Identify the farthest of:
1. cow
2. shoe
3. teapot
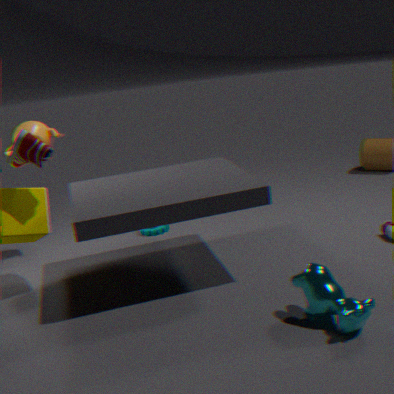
teapot
